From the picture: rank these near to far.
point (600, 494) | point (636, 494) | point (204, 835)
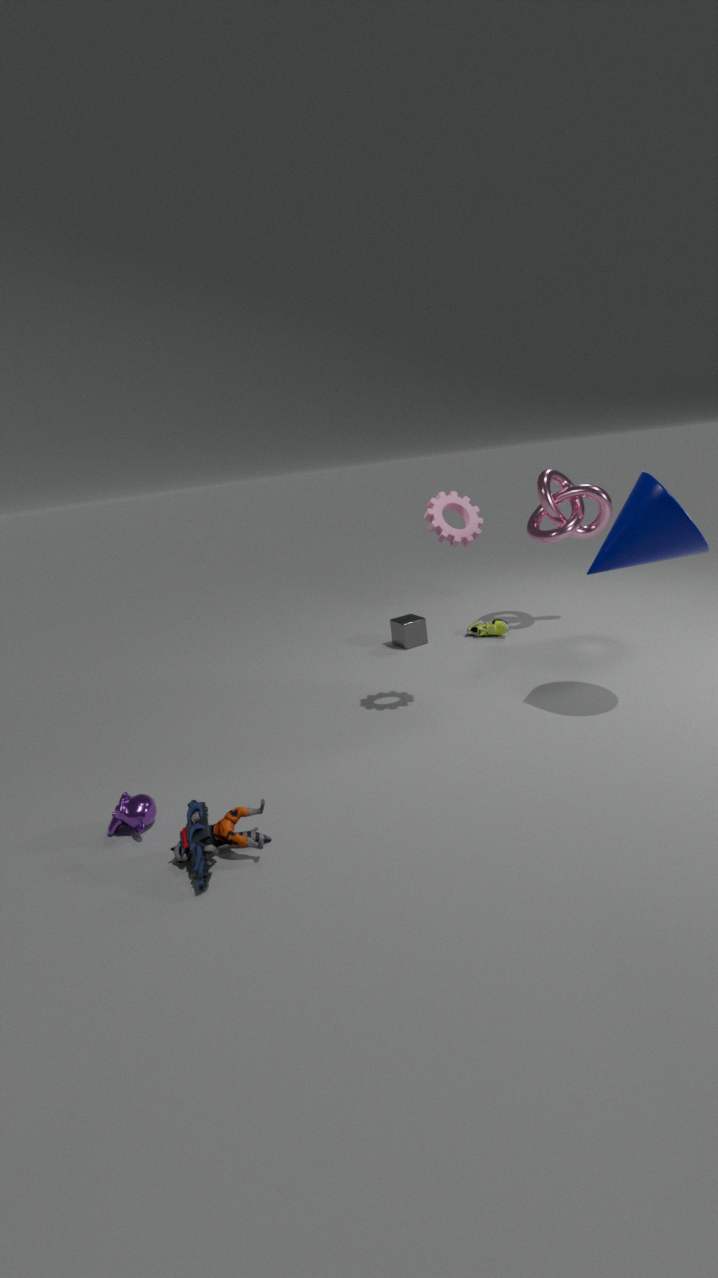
point (204, 835)
point (636, 494)
point (600, 494)
